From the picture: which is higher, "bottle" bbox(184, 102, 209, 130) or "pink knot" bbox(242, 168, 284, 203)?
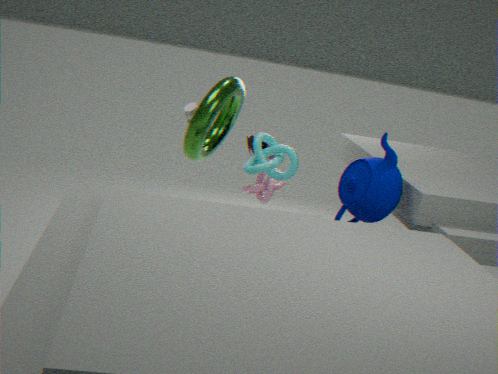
"bottle" bbox(184, 102, 209, 130)
